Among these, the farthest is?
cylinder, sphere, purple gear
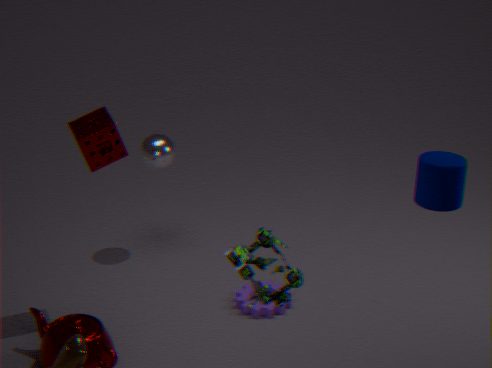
sphere
